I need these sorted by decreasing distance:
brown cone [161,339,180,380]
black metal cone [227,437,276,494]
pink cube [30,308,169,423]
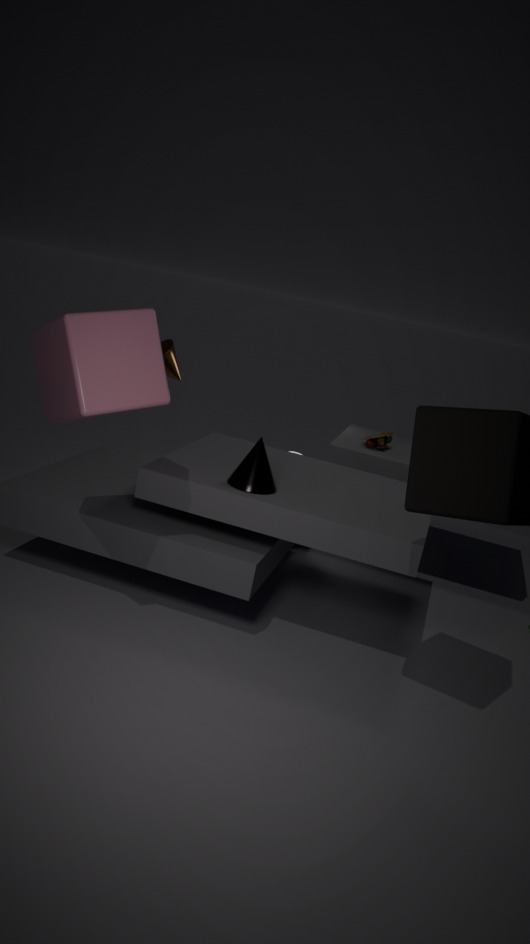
brown cone [161,339,180,380], black metal cone [227,437,276,494], pink cube [30,308,169,423]
